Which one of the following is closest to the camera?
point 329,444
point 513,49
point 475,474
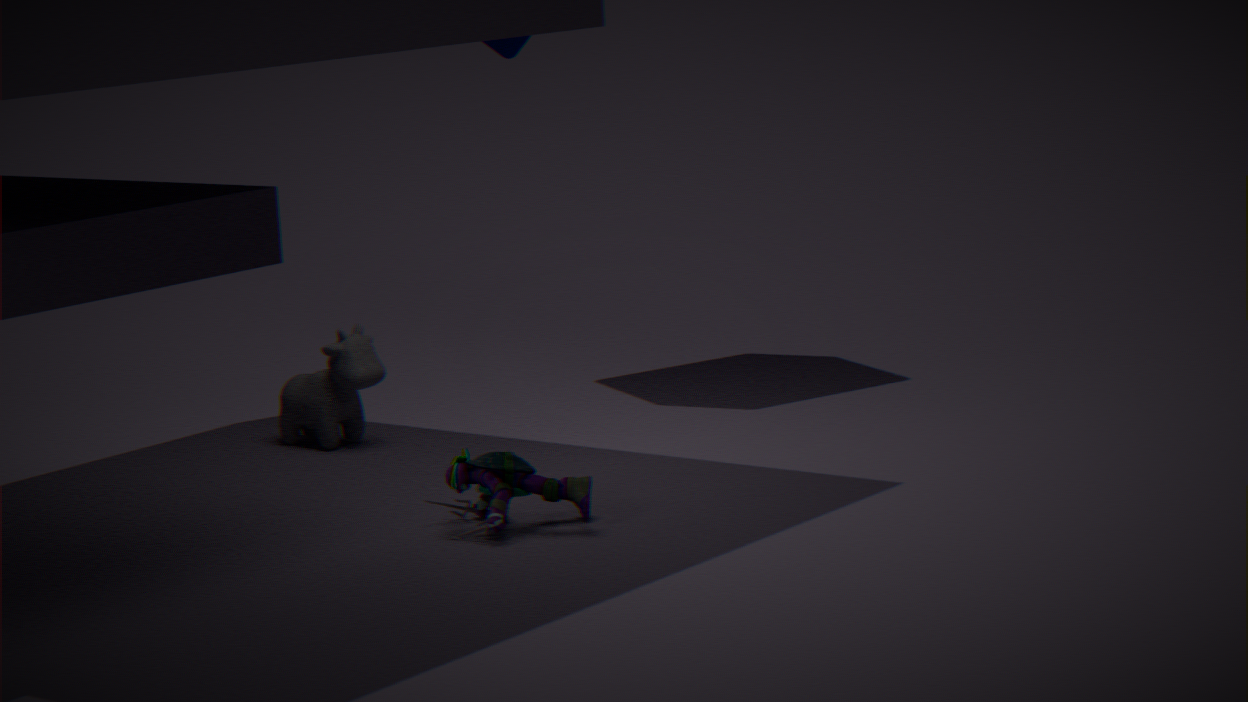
point 475,474
